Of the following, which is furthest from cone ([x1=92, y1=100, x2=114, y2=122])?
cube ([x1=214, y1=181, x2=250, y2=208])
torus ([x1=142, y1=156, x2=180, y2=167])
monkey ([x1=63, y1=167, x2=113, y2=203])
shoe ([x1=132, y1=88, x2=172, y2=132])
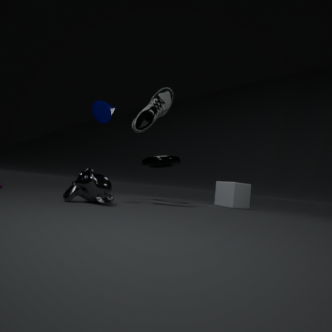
cube ([x1=214, y1=181, x2=250, y2=208])
